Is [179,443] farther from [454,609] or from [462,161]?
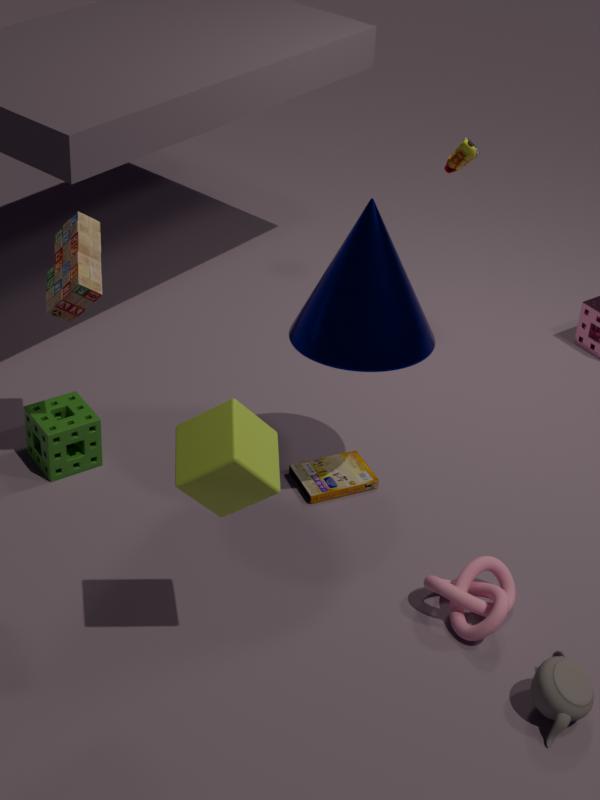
[462,161]
